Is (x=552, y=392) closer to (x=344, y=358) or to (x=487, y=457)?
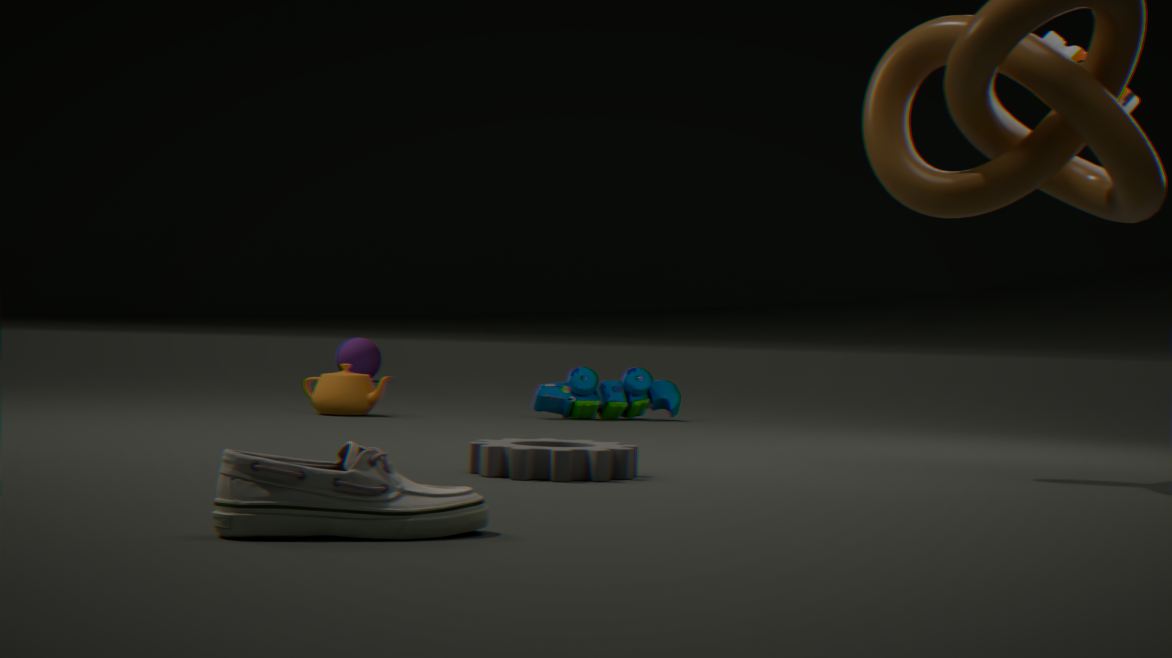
(x=487, y=457)
